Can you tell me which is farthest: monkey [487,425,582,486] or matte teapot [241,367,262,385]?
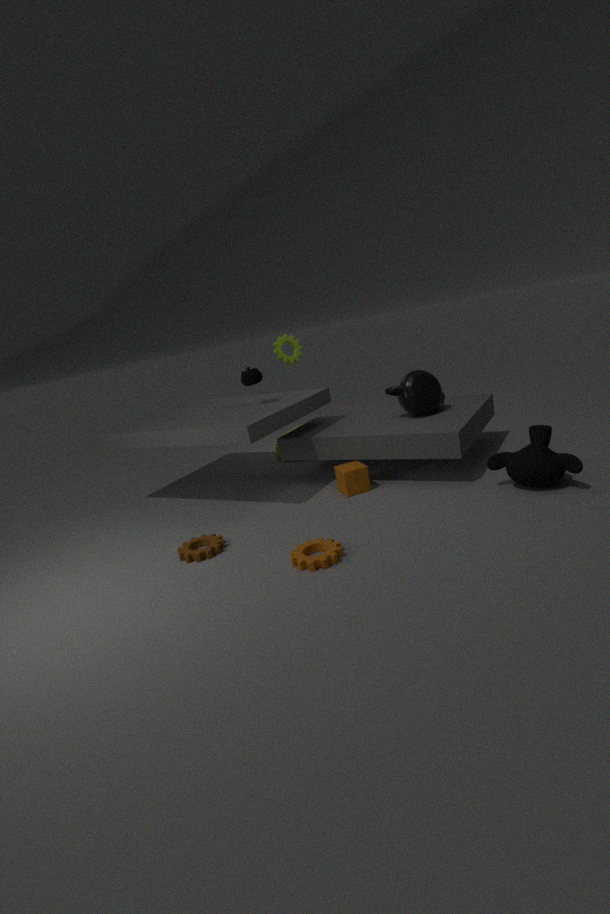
matte teapot [241,367,262,385]
